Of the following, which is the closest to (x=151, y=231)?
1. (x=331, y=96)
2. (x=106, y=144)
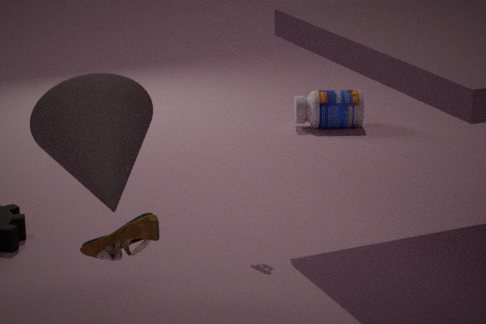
(x=106, y=144)
